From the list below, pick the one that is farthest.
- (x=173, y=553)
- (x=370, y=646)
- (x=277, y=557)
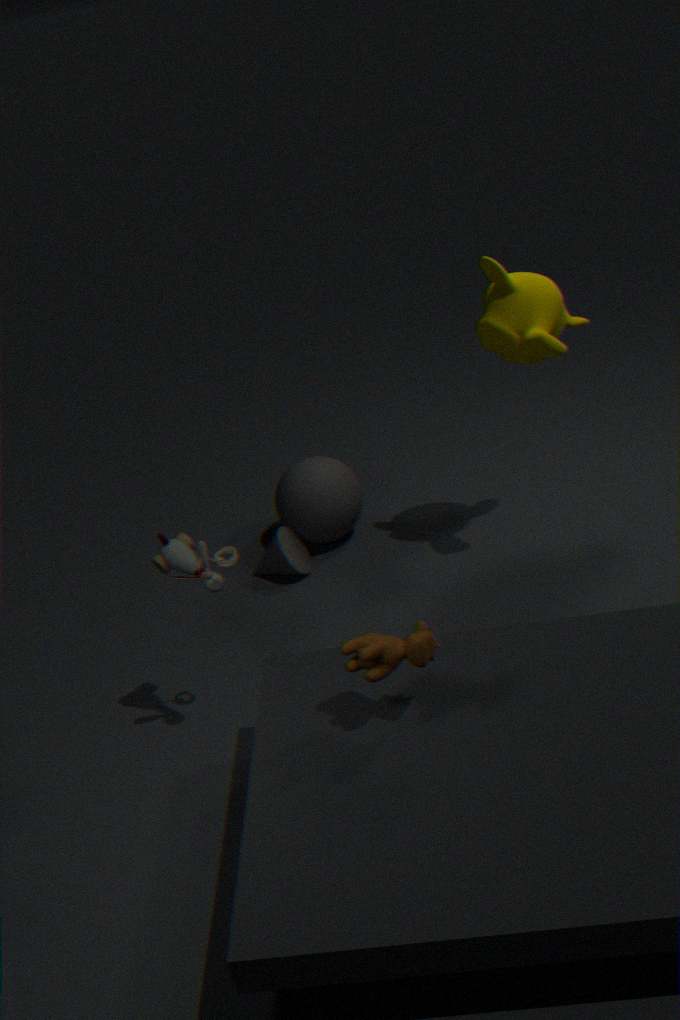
(x=277, y=557)
